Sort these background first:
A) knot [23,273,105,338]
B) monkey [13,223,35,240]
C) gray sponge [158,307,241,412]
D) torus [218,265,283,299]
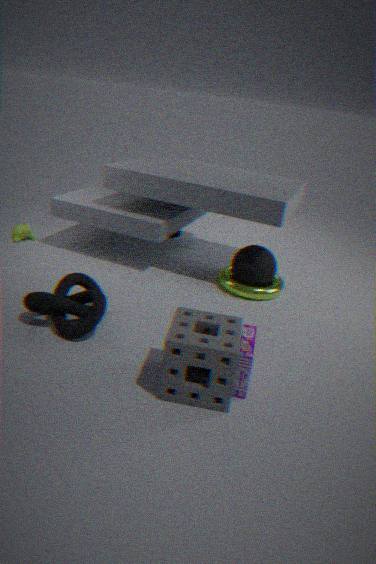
monkey [13,223,35,240]
torus [218,265,283,299]
knot [23,273,105,338]
gray sponge [158,307,241,412]
